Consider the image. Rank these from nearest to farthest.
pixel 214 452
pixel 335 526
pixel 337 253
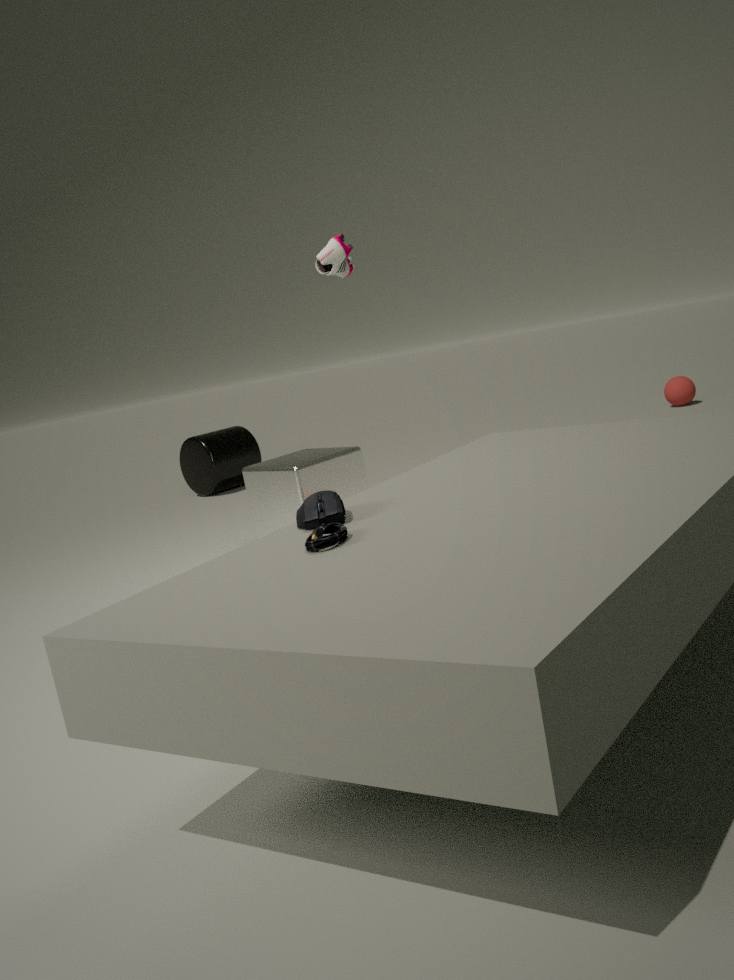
pixel 335 526 < pixel 337 253 < pixel 214 452
